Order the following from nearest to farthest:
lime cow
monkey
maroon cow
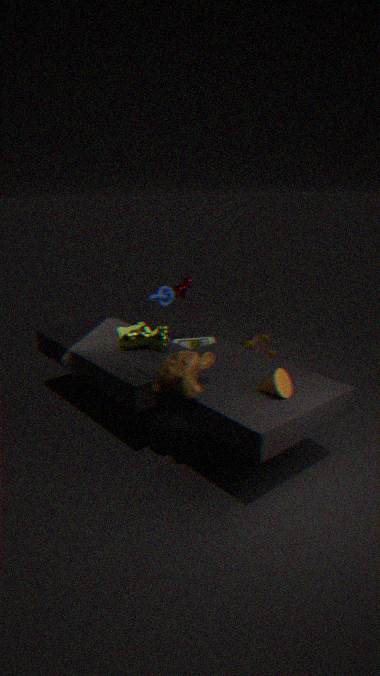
monkey
lime cow
maroon cow
